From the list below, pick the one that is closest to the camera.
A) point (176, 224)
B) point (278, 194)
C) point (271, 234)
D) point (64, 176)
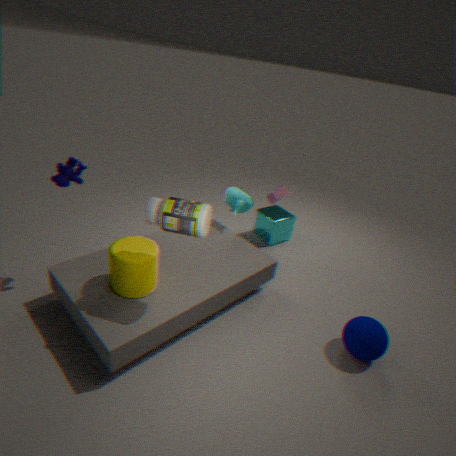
point (176, 224)
